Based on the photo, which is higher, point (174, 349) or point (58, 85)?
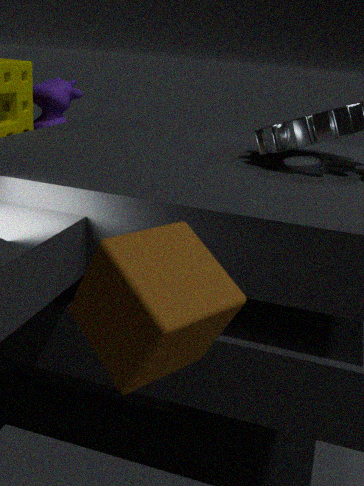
point (174, 349)
